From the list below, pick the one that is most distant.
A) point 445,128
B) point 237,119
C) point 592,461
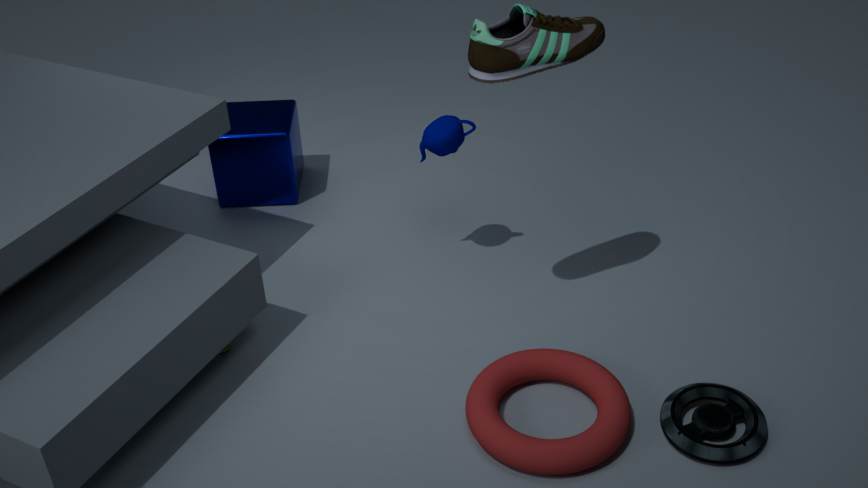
point 237,119
